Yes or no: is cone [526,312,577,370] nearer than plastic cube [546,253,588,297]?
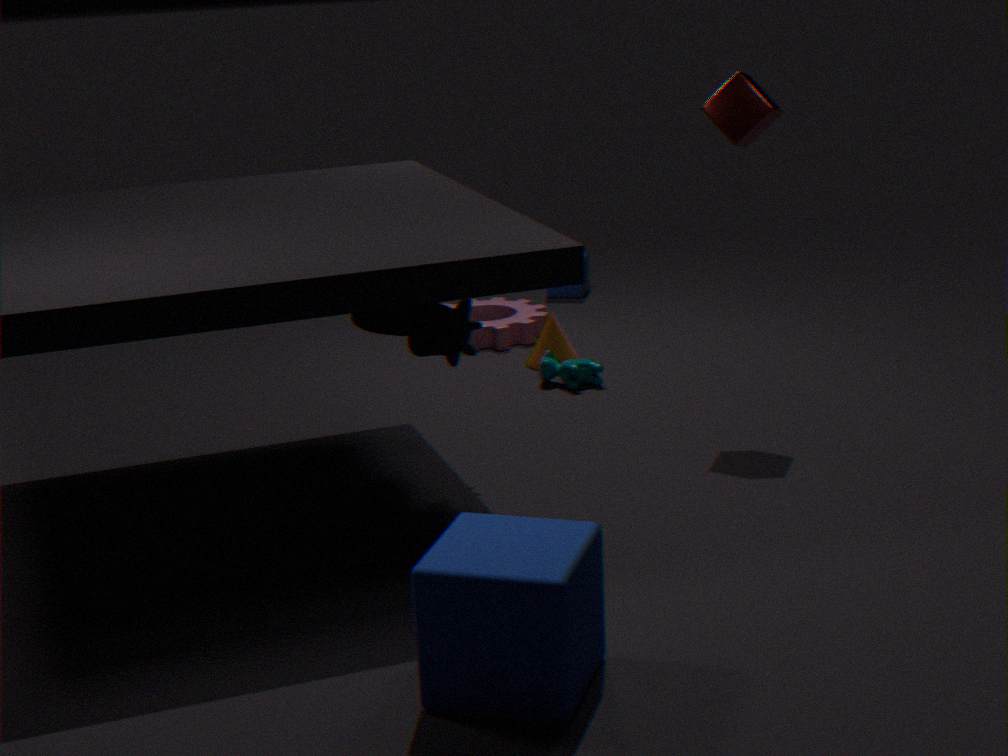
Yes
